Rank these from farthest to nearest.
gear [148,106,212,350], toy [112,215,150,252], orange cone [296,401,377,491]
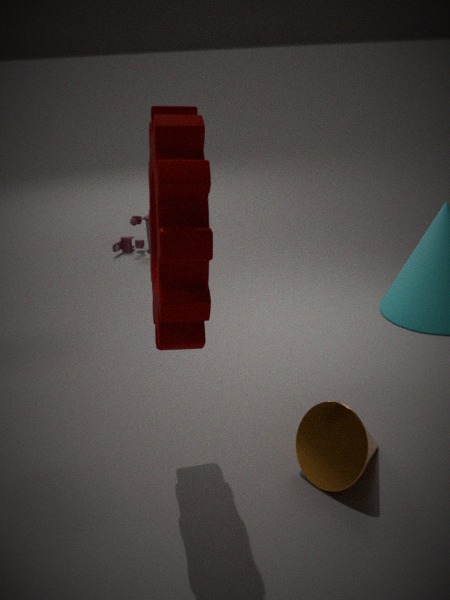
toy [112,215,150,252] → orange cone [296,401,377,491] → gear [148,106,212,350]
